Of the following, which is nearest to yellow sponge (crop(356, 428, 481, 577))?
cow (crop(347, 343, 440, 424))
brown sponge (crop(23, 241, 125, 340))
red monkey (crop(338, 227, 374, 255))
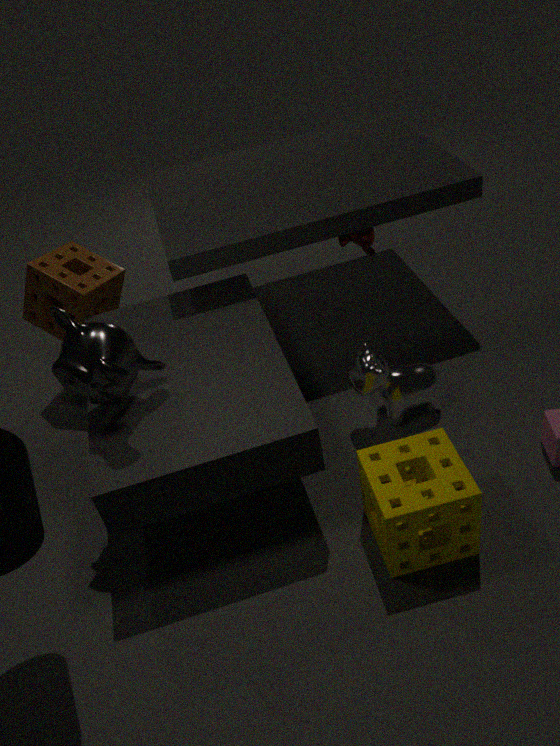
cow (crop(347, 343, 440, 424))
